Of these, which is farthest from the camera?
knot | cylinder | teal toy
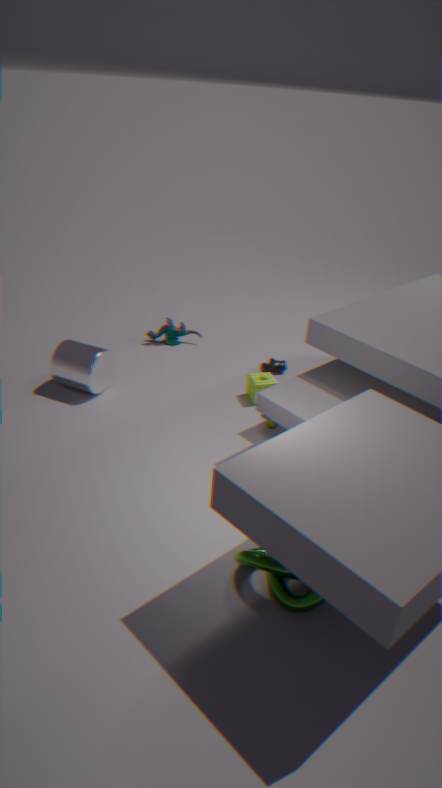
teal toy
